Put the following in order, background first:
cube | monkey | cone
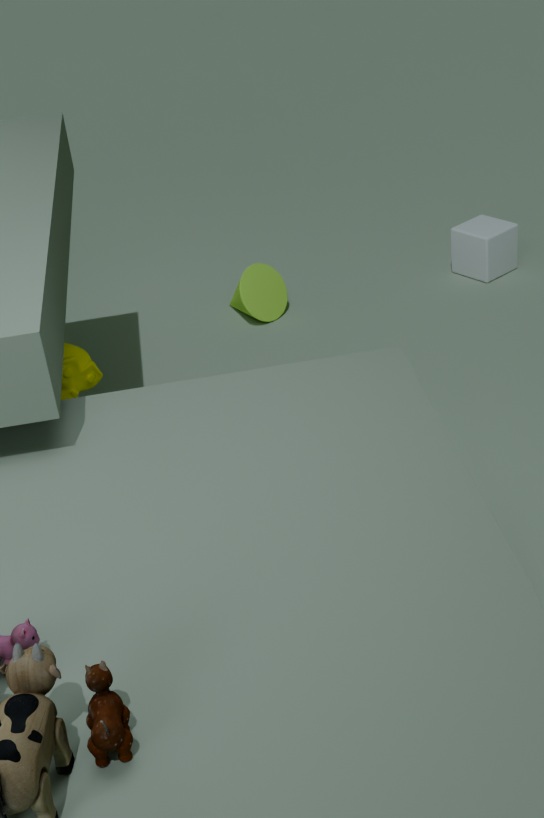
cube → cone → monkey
